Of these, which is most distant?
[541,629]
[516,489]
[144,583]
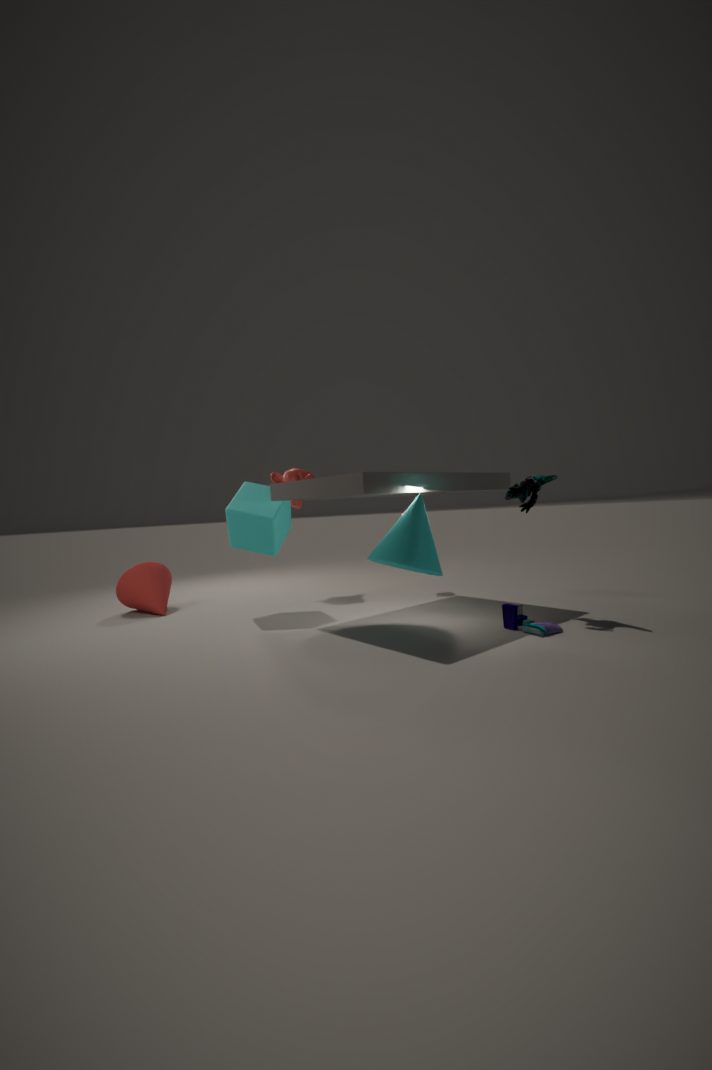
[144,583]
